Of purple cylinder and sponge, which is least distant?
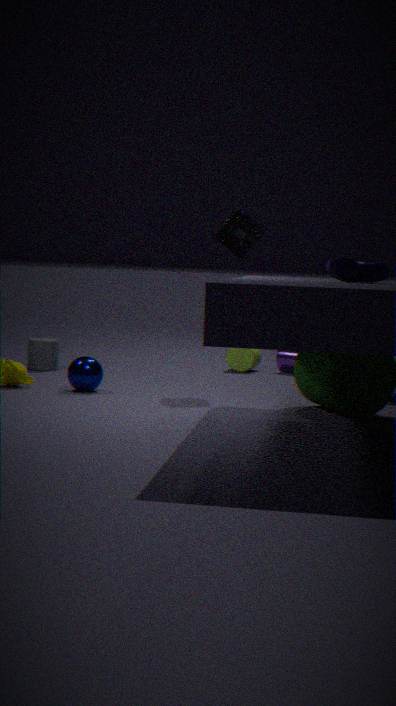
sponge
